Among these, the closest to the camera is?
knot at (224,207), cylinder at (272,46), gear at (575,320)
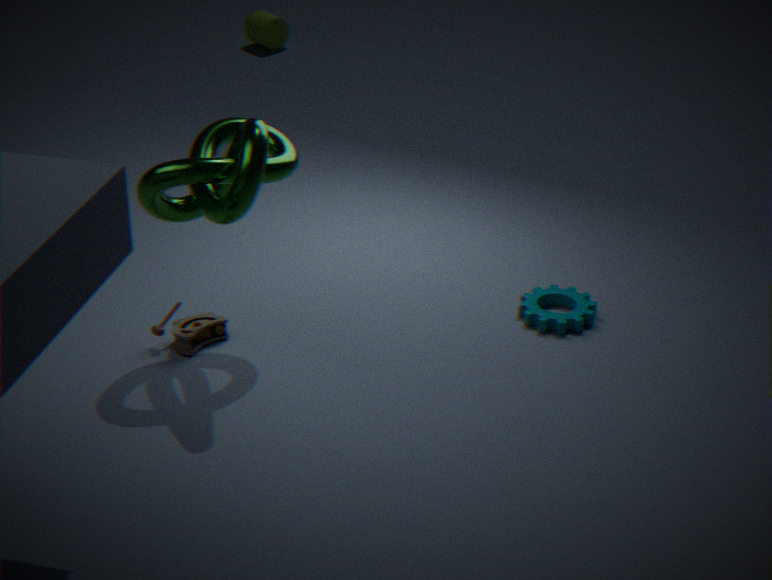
knot at (224,207)
